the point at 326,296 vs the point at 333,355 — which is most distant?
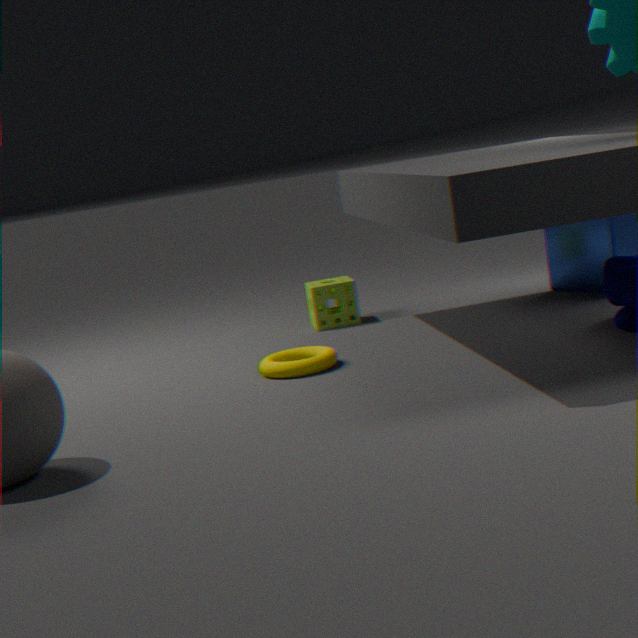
the point at 326,296
